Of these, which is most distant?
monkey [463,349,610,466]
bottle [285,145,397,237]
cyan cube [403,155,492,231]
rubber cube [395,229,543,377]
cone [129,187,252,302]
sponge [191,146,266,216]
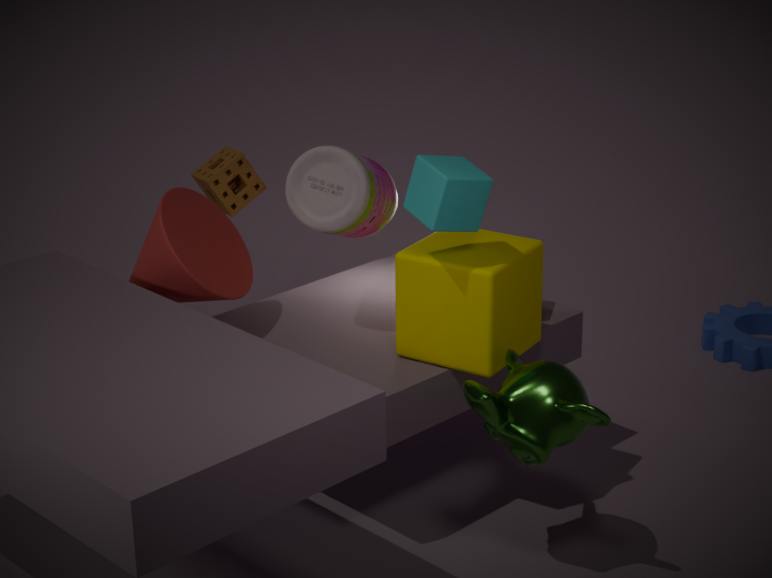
sponge [191,146,266,216]
